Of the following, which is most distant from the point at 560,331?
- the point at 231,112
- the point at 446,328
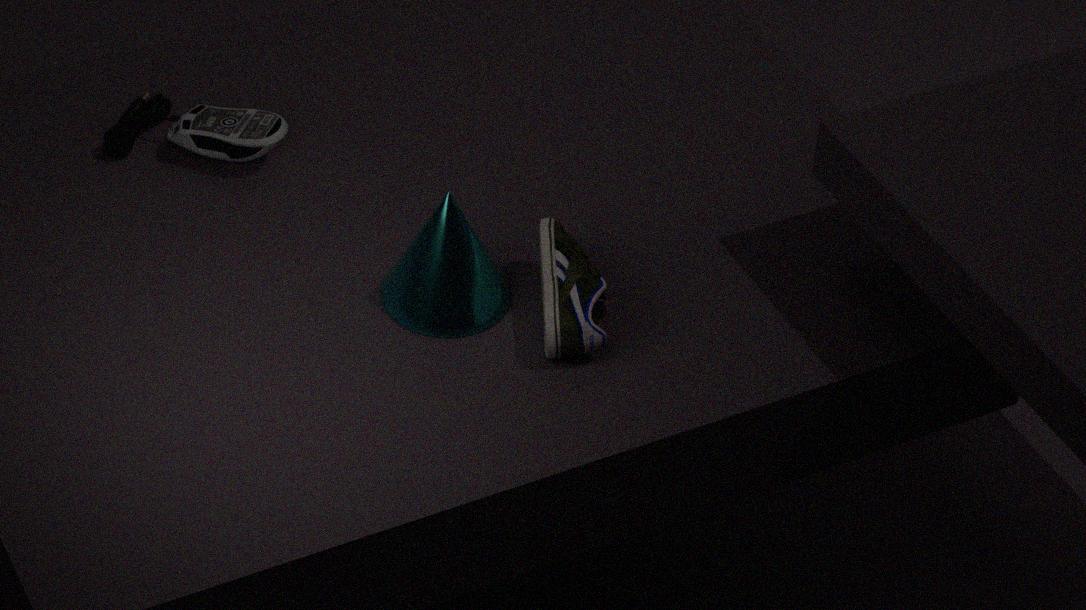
the point at 231,112
